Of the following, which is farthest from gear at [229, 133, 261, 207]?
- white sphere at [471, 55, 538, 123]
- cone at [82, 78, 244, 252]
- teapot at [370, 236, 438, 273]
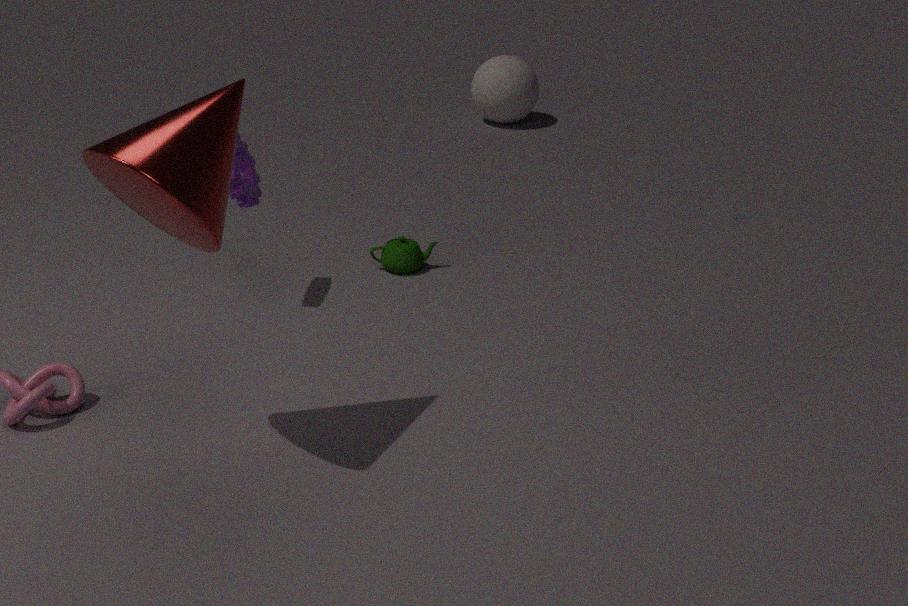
white sphere at [471, 55, 538, 123]
